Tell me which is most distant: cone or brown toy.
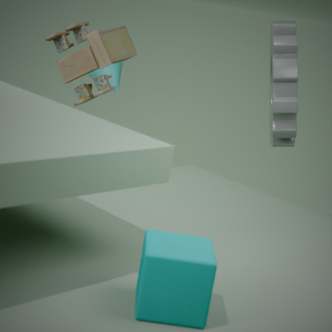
cone
